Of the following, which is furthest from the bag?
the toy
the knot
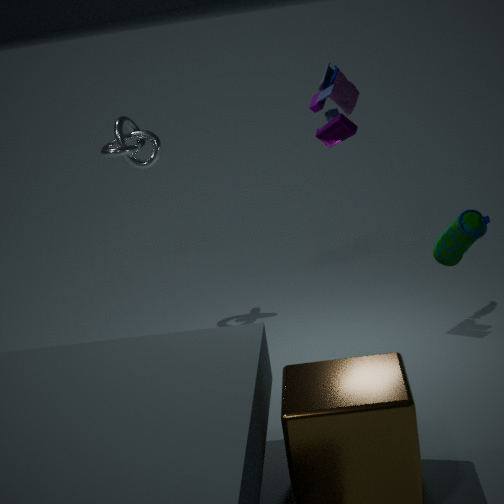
the knot
